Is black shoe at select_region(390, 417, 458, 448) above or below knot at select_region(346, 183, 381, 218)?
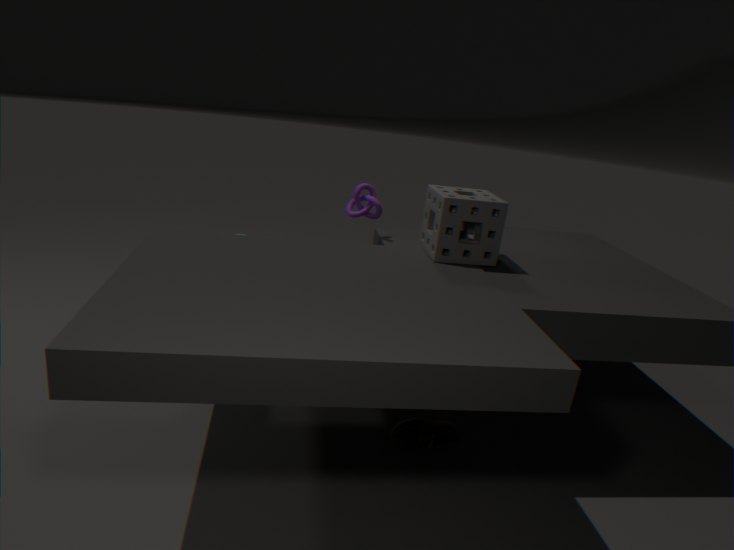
below
